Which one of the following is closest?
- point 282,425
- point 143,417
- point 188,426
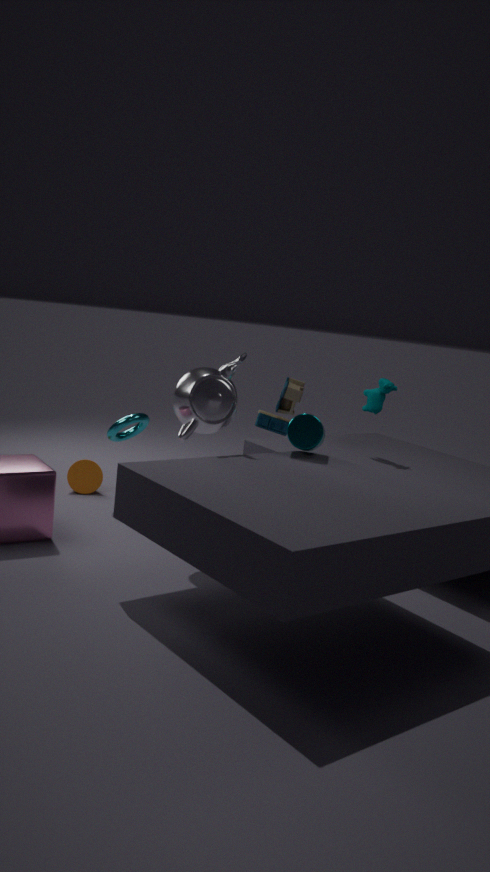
point 188,426
